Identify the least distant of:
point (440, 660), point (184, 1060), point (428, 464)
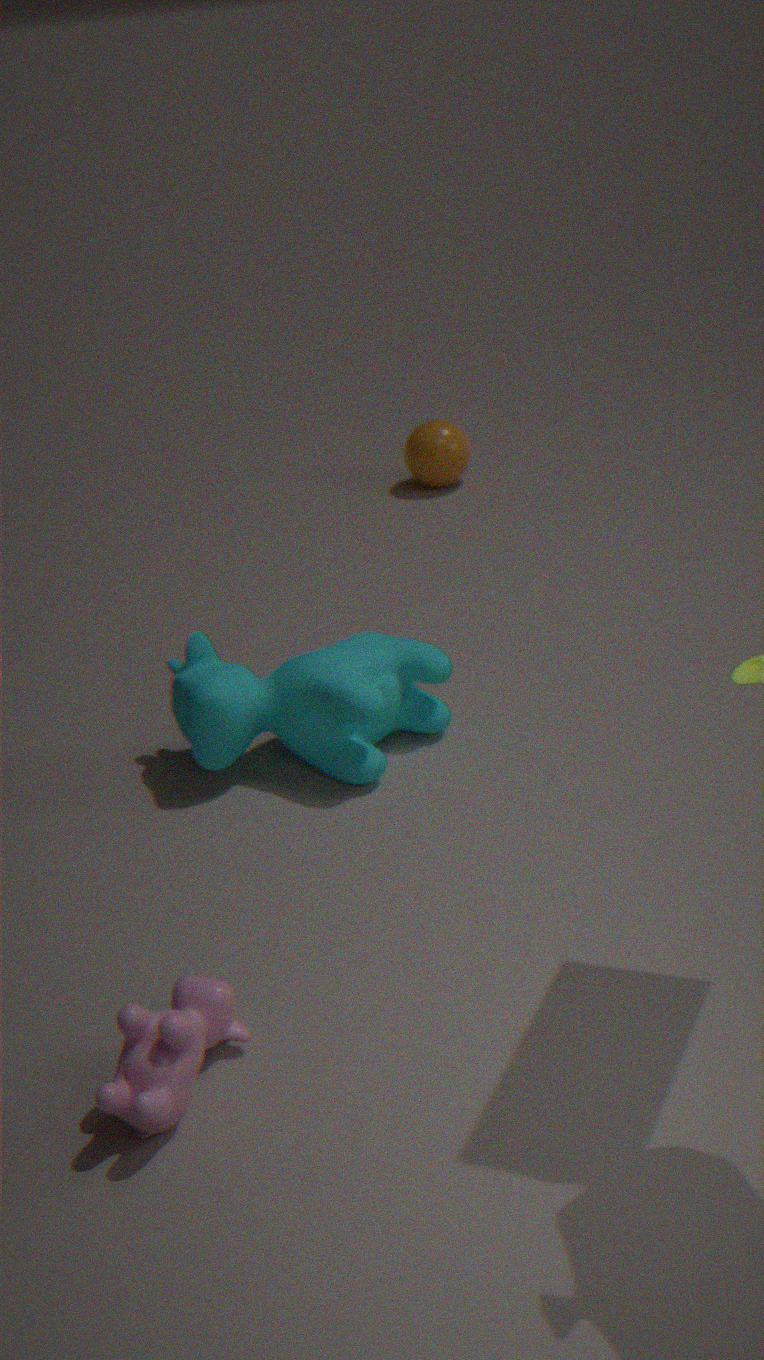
point (184, 1060)
